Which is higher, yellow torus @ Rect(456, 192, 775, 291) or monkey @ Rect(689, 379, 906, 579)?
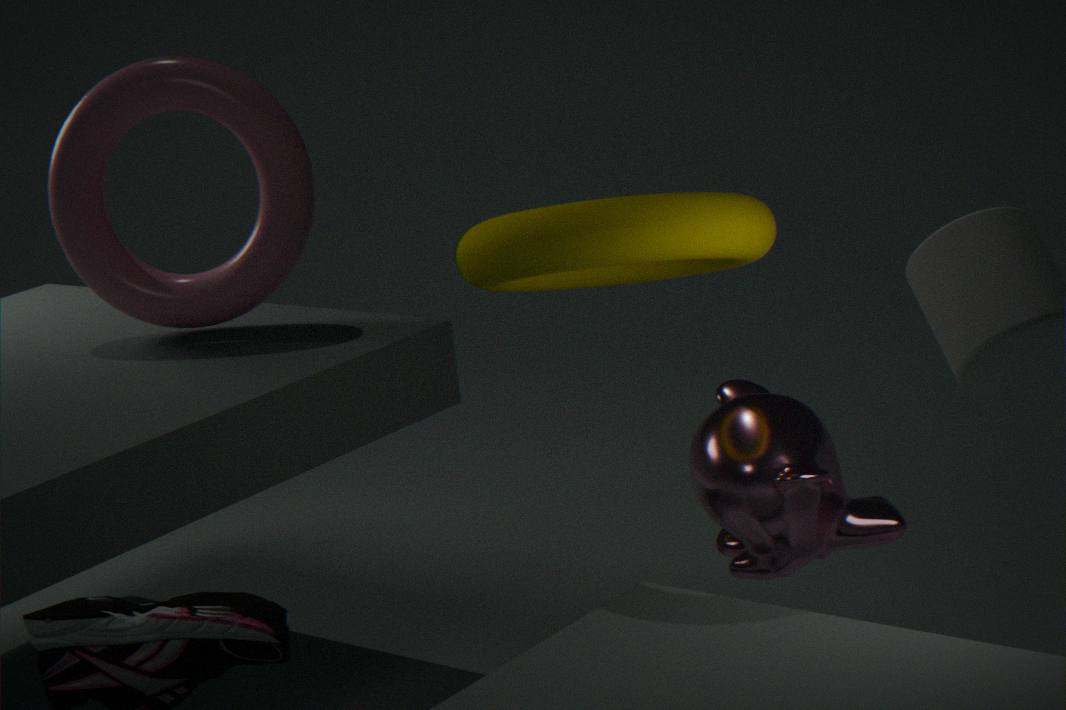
yellow torus @ Rect(456, 192, 775, 291)
